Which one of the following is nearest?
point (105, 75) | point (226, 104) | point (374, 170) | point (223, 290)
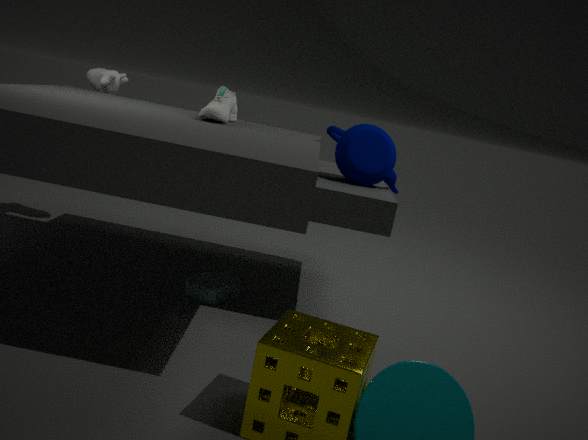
point (374, 170)
